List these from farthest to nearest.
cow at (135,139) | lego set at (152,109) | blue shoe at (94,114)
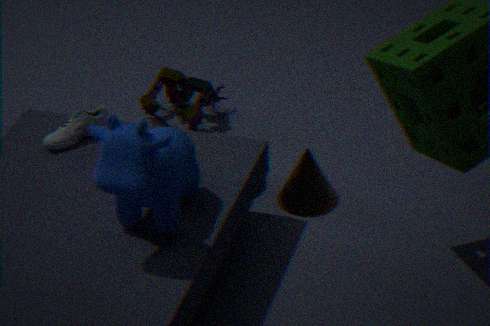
lego set at (152,109), blue shoe at (94,114), cow at (135,139)
